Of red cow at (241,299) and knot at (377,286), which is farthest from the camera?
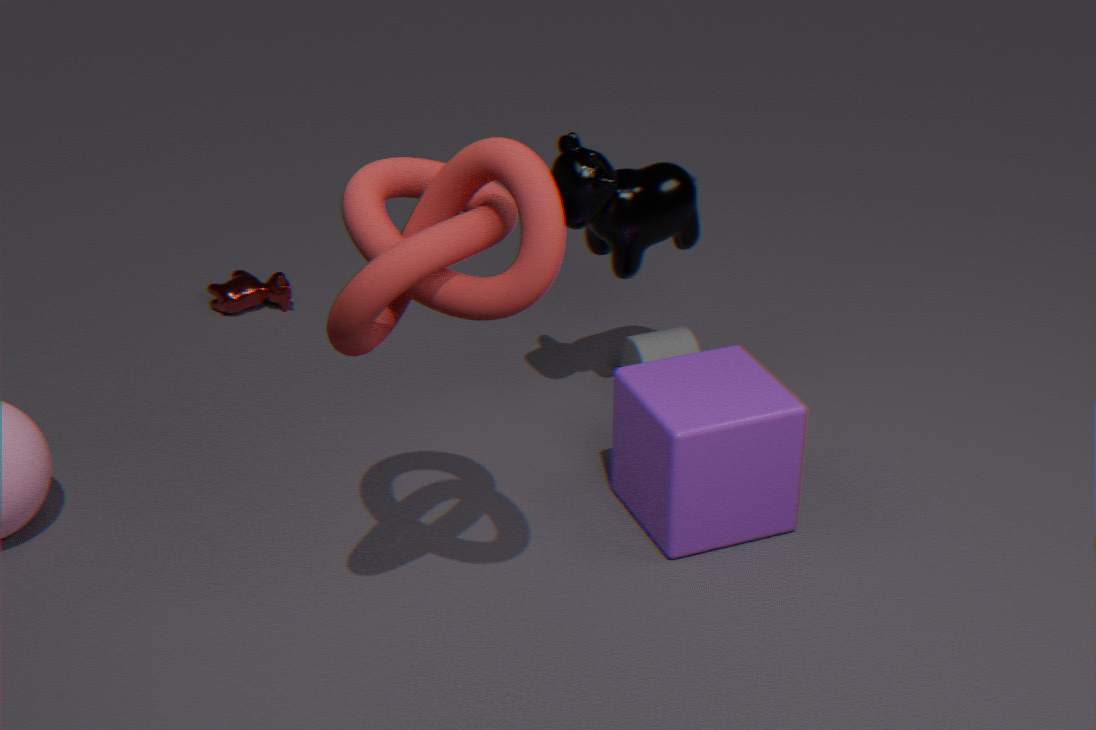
red cow at (241,299)
